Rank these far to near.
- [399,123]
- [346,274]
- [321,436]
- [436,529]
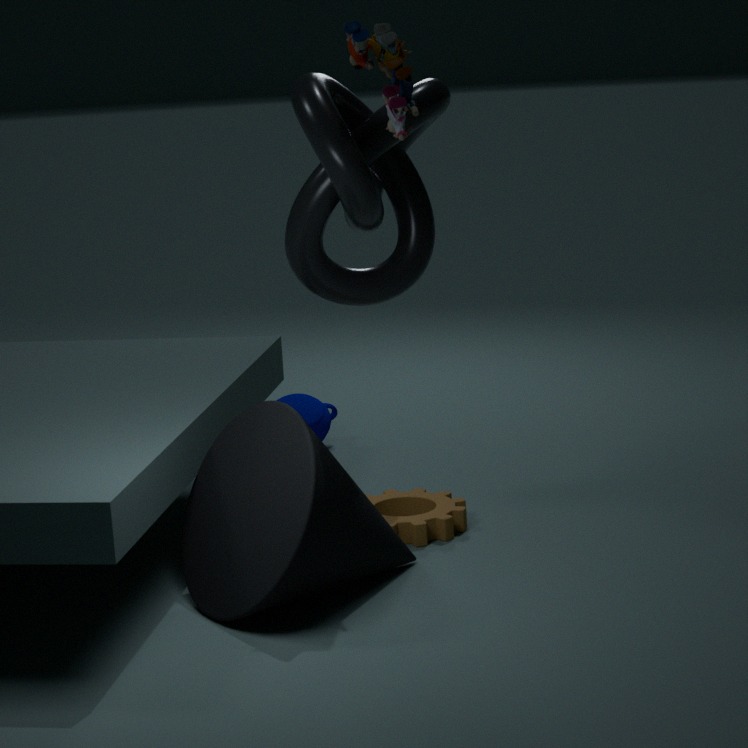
1. [321,436]
2. [346,274]
3. [436,529]
4. [399,123]
